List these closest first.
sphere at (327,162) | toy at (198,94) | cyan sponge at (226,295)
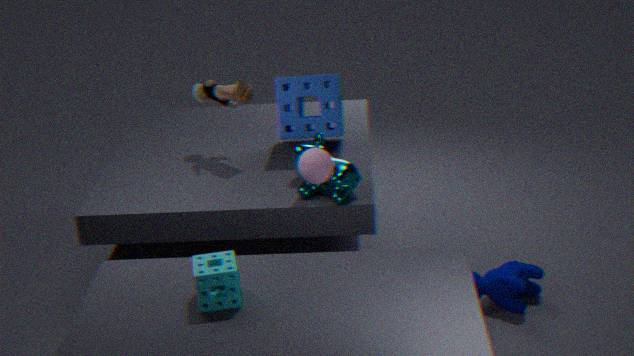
cyan sponge at (226,295), sphere at (327,162), toy at (198,94)
